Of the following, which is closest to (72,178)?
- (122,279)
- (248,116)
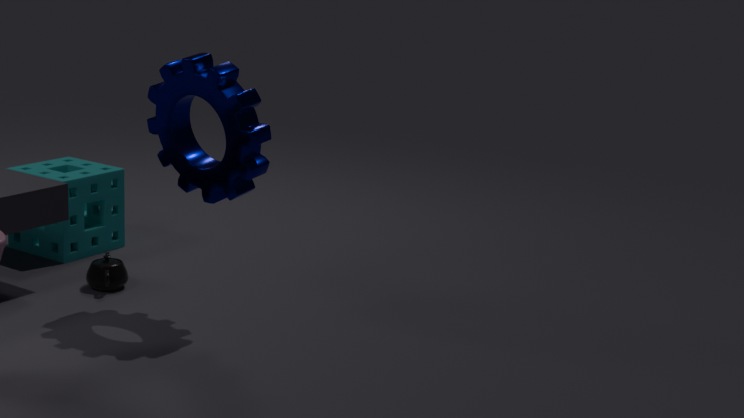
(122,279)
